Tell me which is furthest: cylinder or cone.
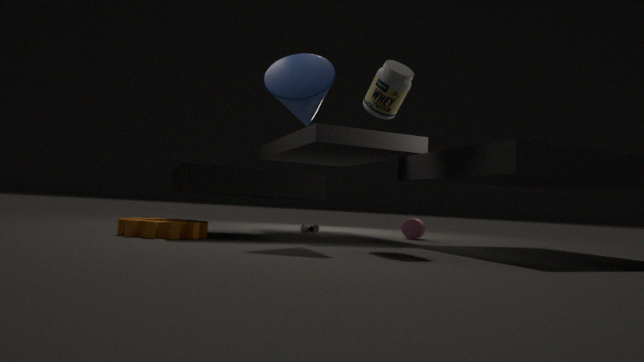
cylinder
